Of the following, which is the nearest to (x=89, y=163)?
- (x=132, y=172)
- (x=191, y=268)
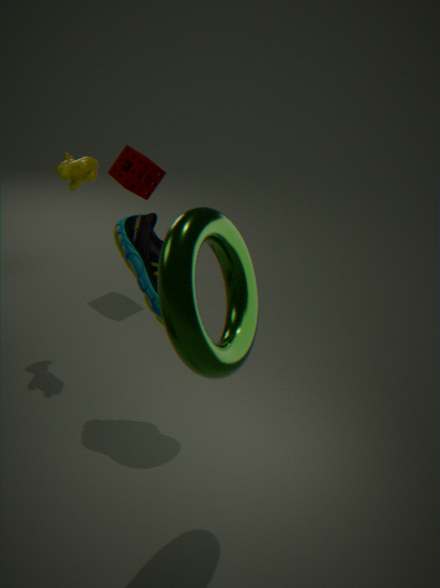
(x=132, y=172)
